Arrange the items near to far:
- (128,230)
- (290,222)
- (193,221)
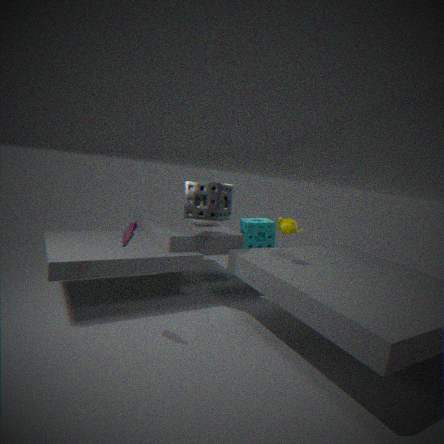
(128,230) → (290,222) → (193,221)
